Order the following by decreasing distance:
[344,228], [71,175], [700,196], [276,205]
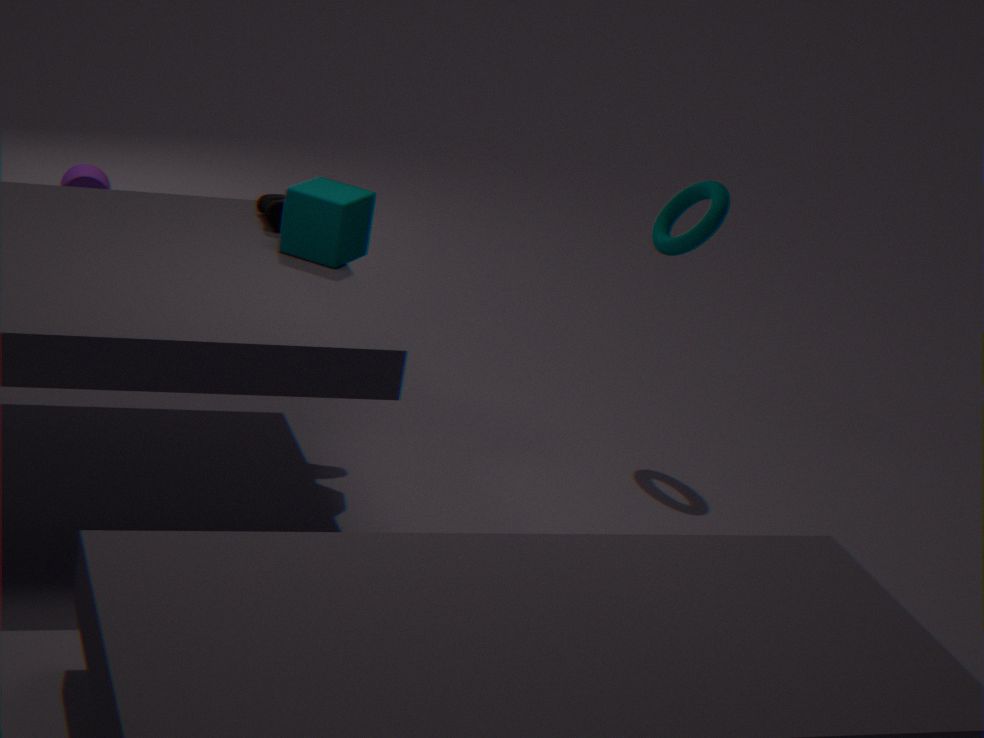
[71,175] → [700,196] → [276,205] → [344,228]
